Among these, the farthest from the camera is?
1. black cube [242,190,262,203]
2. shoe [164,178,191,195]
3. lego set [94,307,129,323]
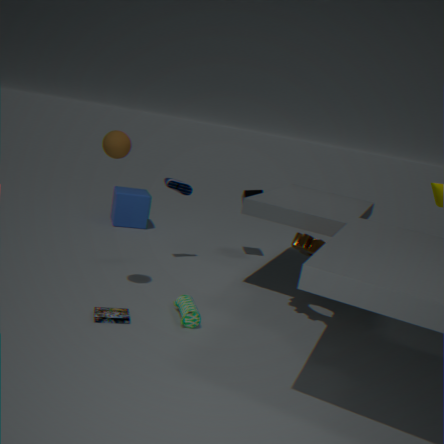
black cube [242,190,262,203]
